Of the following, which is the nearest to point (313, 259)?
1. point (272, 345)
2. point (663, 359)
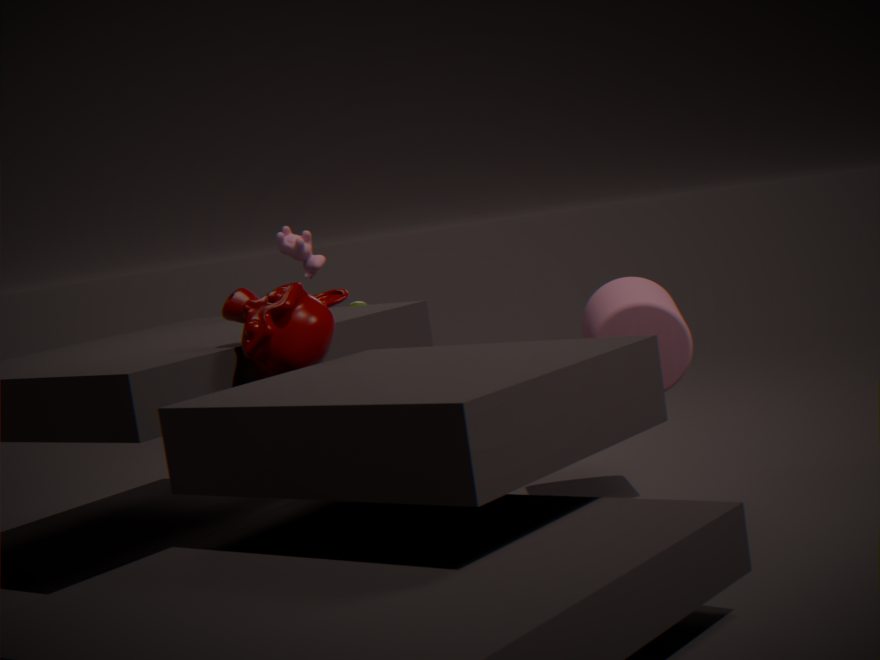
point (272, 345)
